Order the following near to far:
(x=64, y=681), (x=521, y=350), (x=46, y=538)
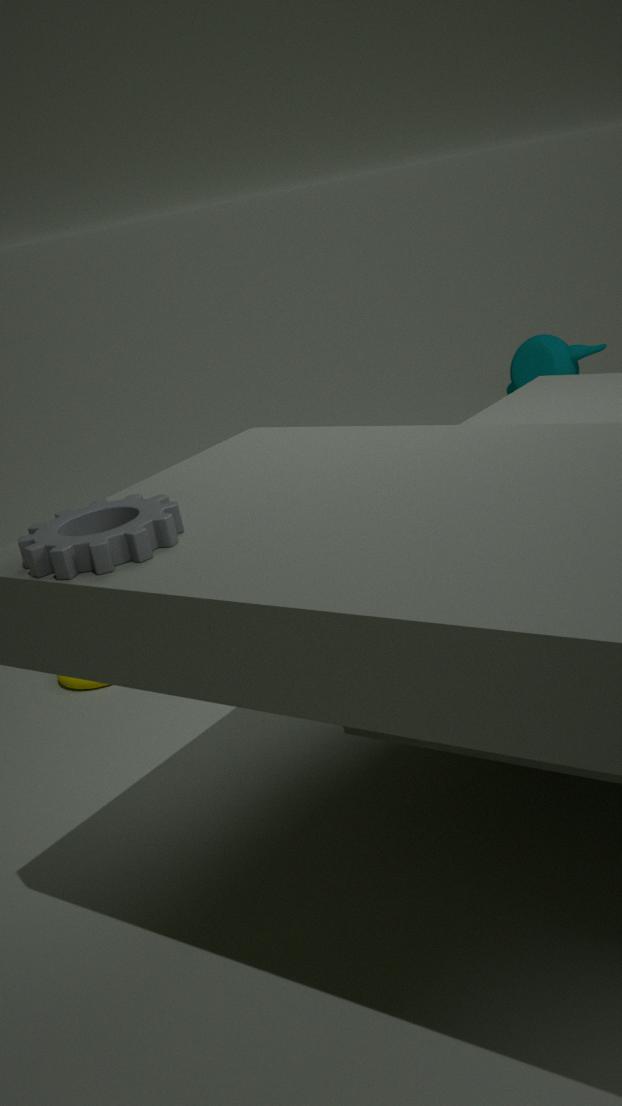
(x=46, y=538)
(x=64, y=681)
(x=521, y=350)
